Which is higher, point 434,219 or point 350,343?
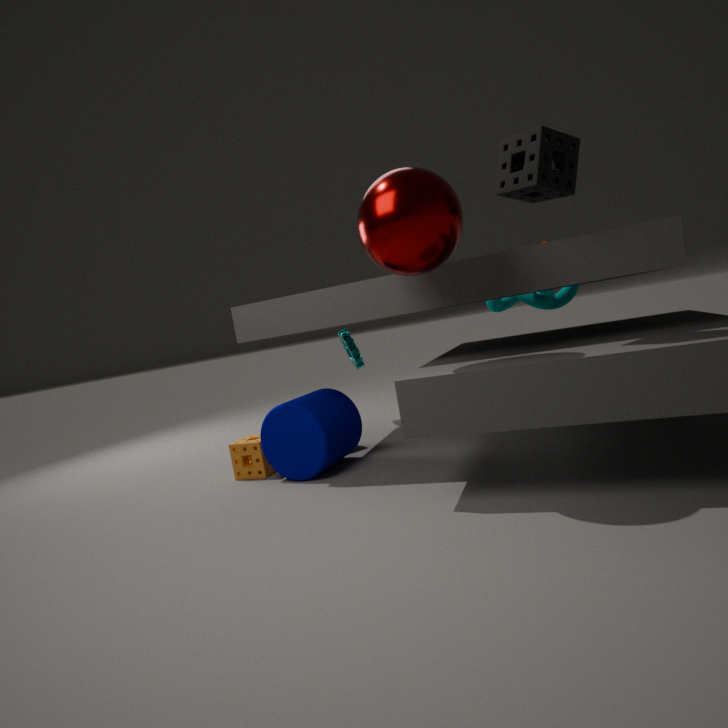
point 434,219
